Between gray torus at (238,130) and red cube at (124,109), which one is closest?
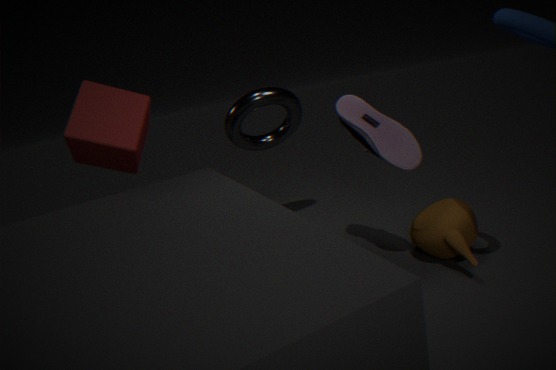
red cube at (124,109)
